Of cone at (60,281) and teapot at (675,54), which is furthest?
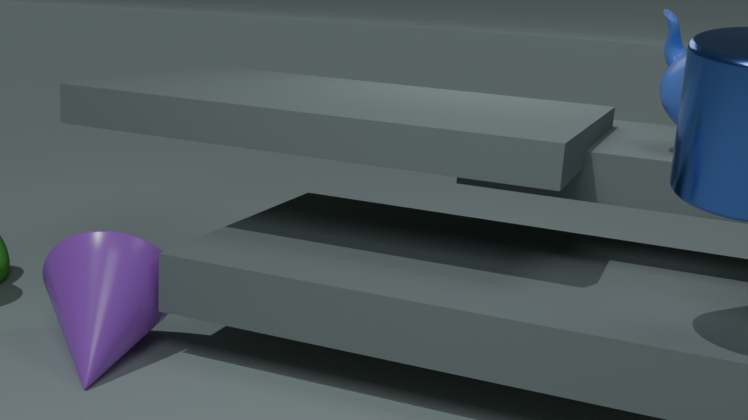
teapot at (675,54)
